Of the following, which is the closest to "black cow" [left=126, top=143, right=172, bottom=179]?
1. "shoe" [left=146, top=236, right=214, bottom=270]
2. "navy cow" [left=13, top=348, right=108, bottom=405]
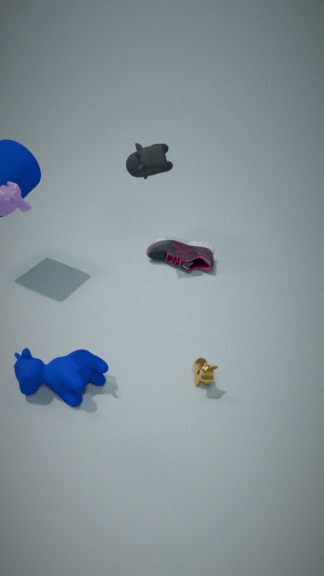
"shoe" [left=146, top=236, right=214, bottom=270]
